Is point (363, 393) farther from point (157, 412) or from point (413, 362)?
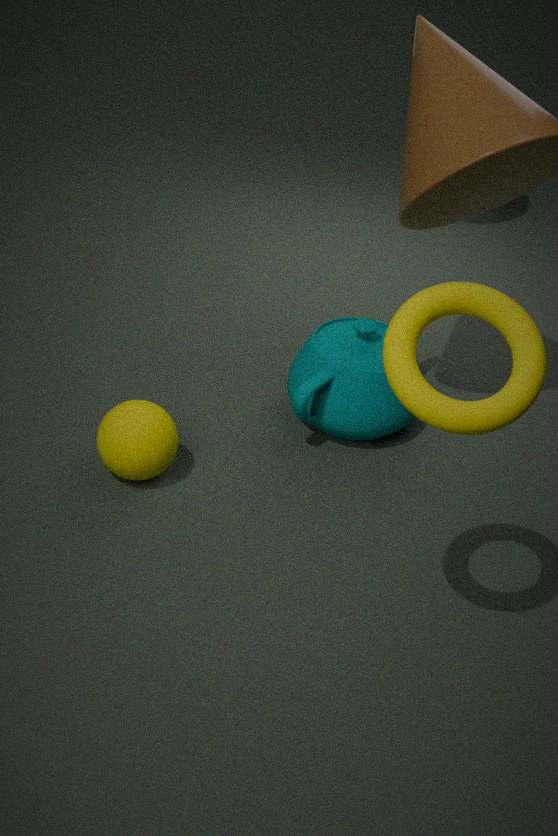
point (413, 362)
